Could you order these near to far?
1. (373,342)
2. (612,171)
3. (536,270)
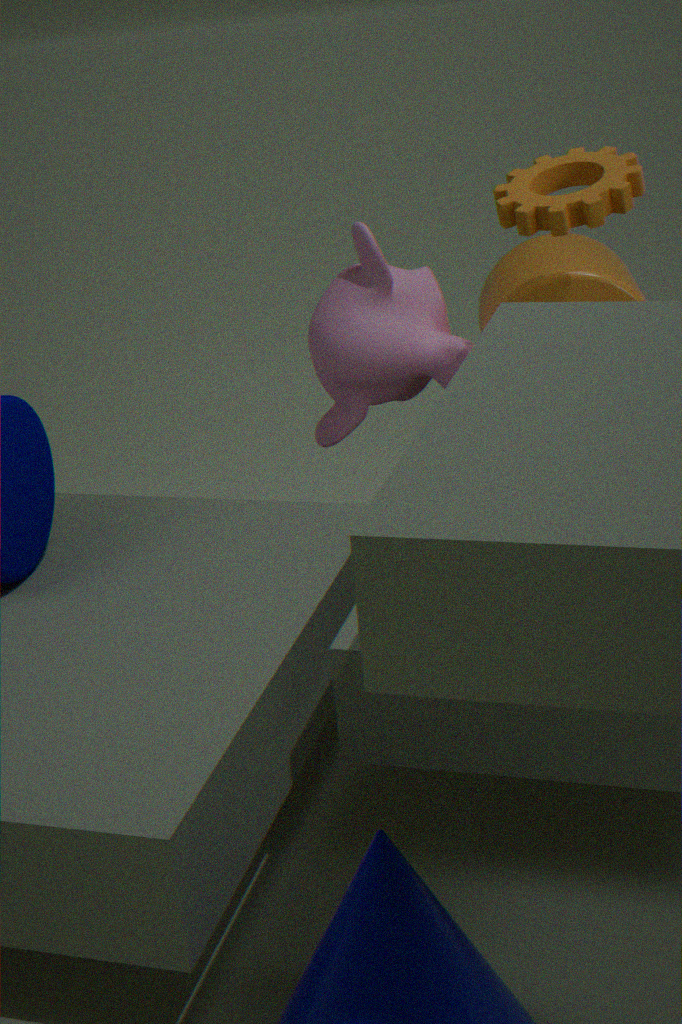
(612,171) → (536,270) → (373,342)
